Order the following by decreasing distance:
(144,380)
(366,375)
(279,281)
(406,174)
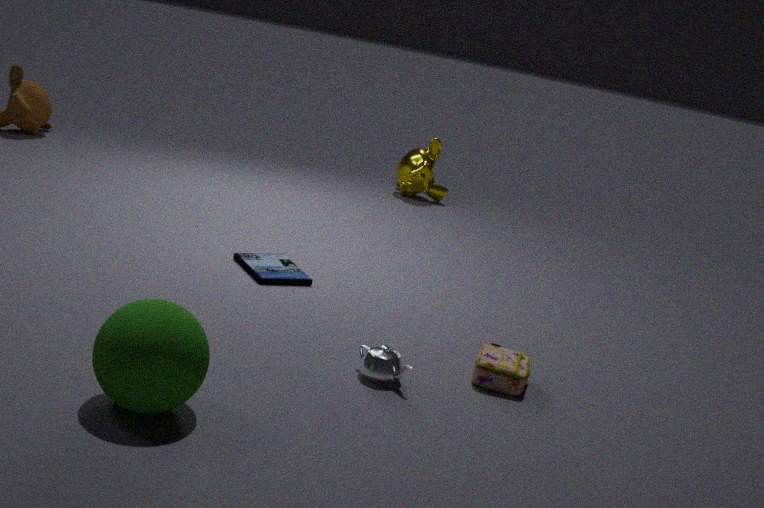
1. (406,174)
2. (279,281)
3. (366,375)
4. (144,380)
